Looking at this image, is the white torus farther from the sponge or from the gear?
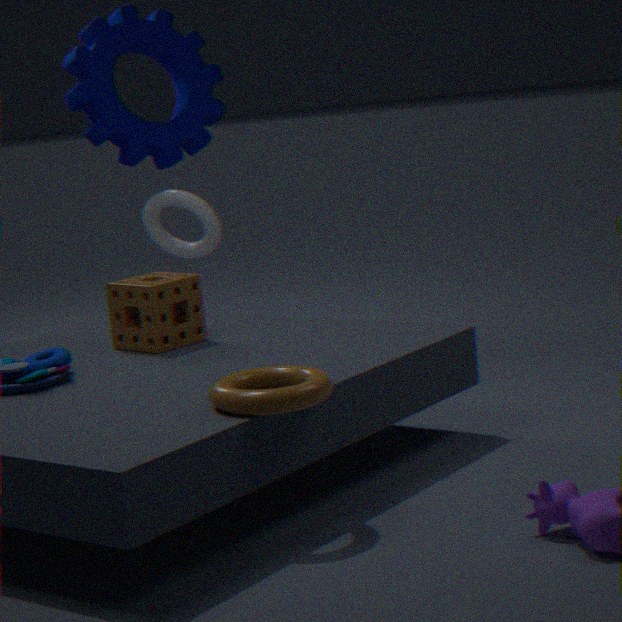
the sponge
